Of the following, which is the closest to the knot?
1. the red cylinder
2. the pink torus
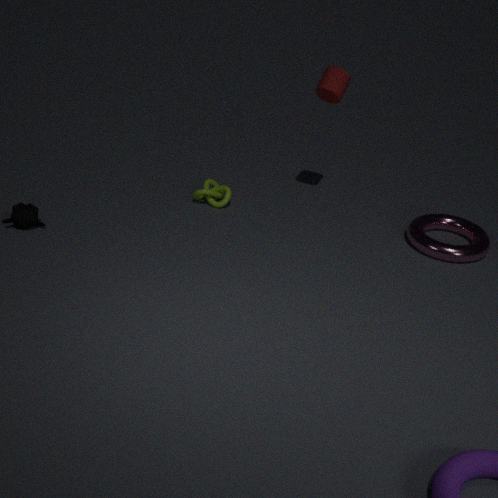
the red cylinder
